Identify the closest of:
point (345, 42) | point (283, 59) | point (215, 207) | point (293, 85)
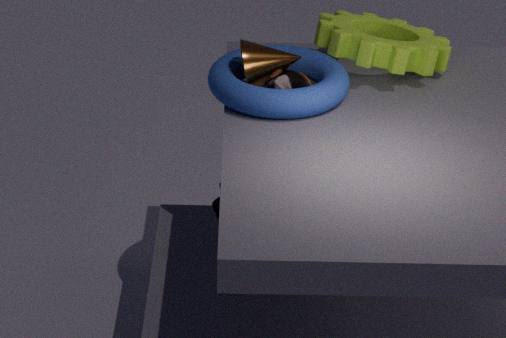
point (215, 207)
